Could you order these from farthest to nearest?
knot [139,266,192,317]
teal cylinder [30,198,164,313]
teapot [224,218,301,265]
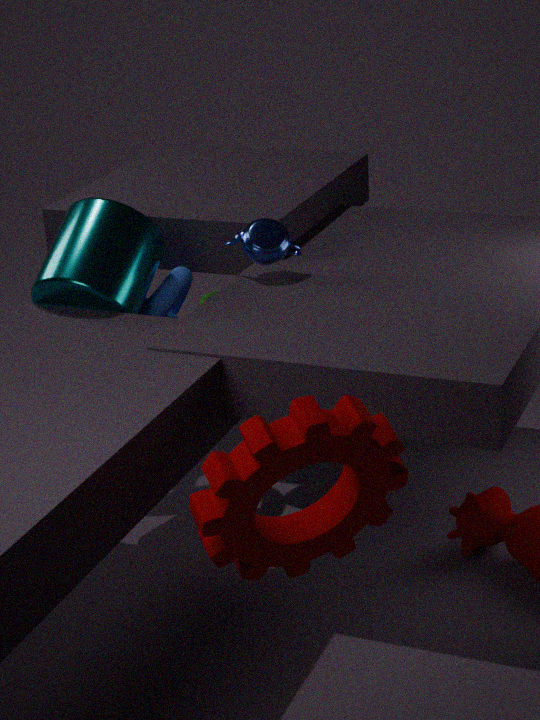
knot [139,266,192,317] < teapot [224,218,301,265] < teal cylinder [30,198,164,313]
